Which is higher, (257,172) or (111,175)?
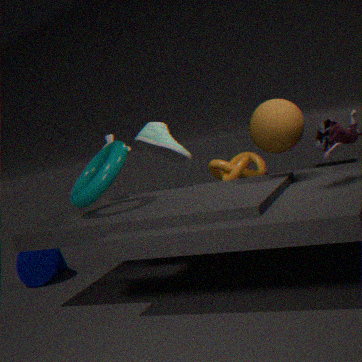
(111,175)
